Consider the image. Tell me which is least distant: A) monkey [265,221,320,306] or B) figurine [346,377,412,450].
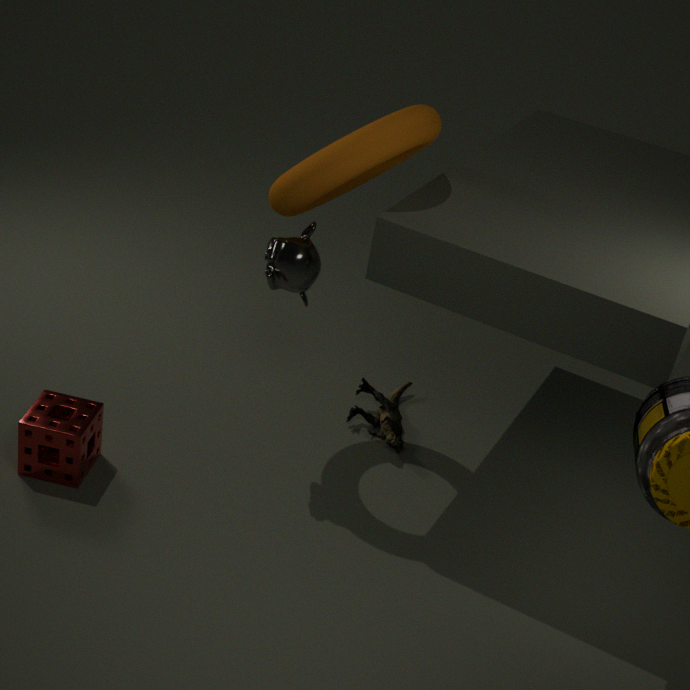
A. monkey [265,221,320,306]
